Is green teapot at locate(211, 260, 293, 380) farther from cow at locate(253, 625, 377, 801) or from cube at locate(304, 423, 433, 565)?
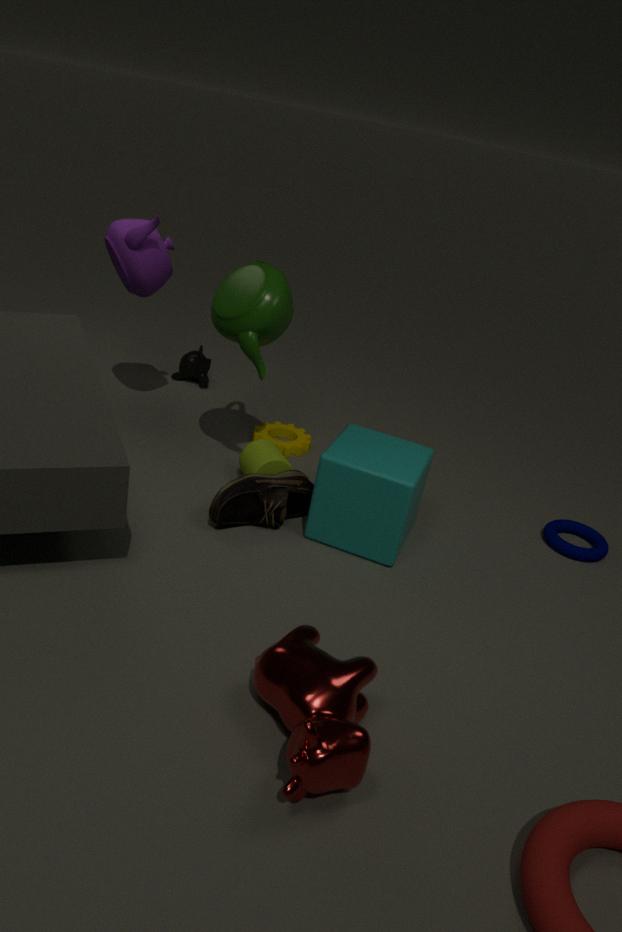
cow at locate(253, 625, 377, 801)
